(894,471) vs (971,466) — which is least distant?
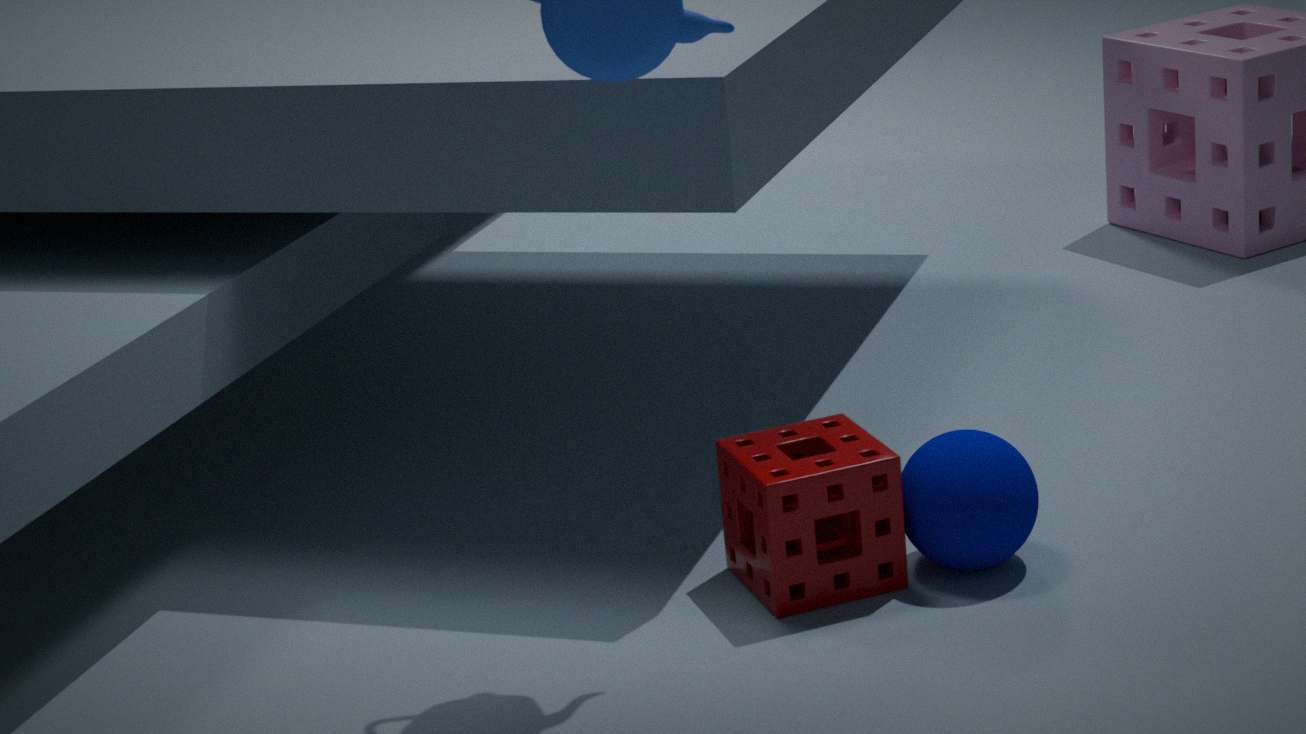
(894,471)
